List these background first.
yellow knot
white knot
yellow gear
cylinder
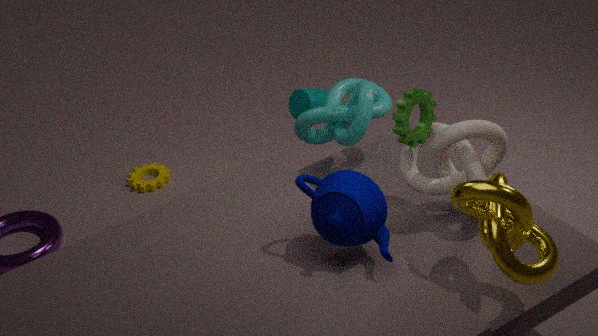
yellow gear → cylinder → white knot → yellow knot
